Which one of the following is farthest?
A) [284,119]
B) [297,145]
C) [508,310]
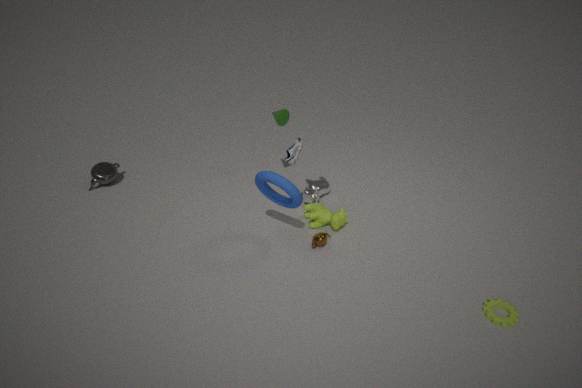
[284,119]
